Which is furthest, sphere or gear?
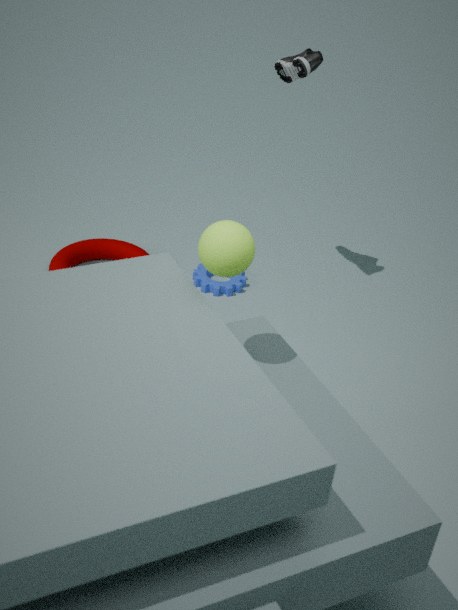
gear
